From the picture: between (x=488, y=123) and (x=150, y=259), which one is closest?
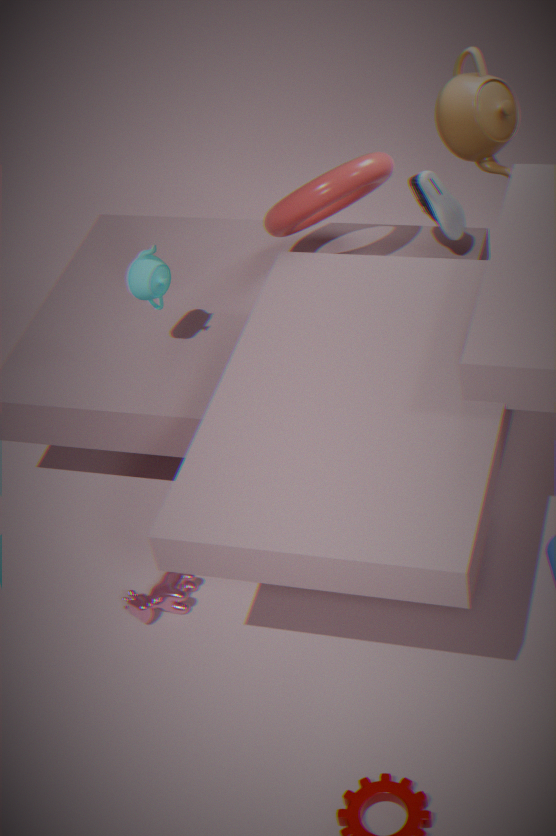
(x=150, y=259)
